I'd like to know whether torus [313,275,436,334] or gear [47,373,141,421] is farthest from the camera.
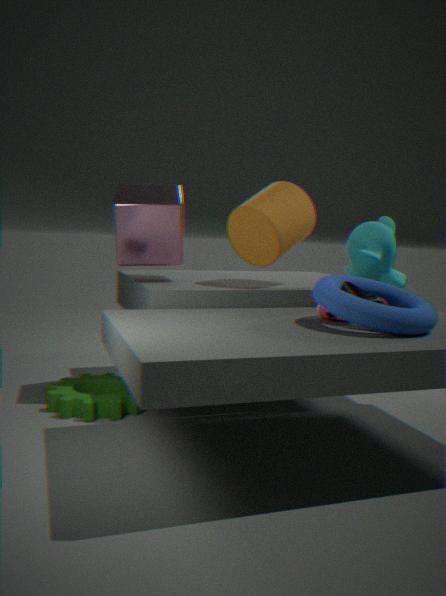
gear [47,373,141,421]
